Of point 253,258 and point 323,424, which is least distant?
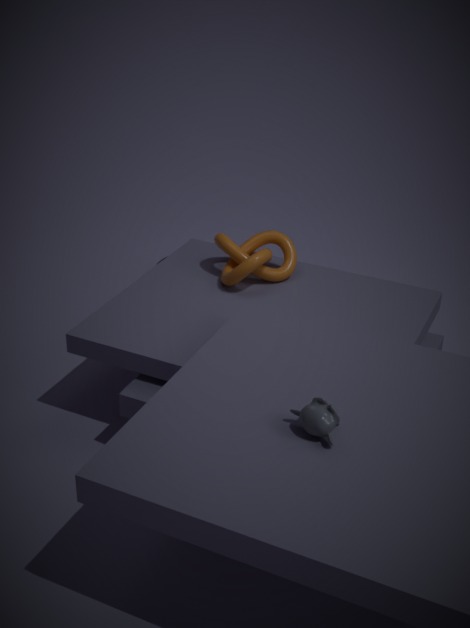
point 323,424
